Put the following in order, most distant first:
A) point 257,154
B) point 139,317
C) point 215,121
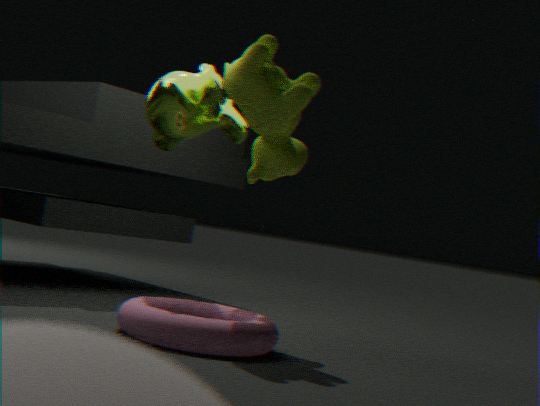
point 215,121, point 257,154, point 139,317
